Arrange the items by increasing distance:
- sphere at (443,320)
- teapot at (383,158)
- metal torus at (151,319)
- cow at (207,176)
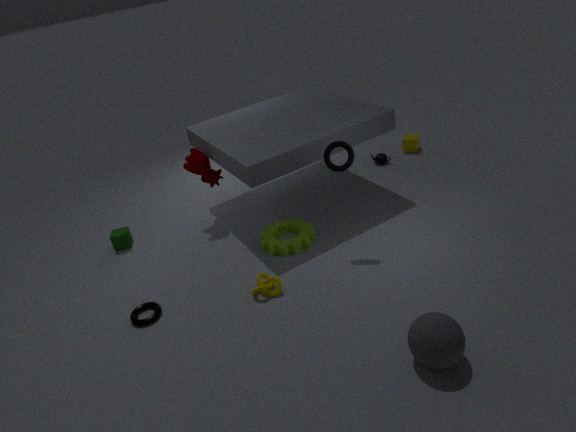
sphere at (443,320) < metal torus at (151,319) < cow at (207,176) < teapot at (383,158)
